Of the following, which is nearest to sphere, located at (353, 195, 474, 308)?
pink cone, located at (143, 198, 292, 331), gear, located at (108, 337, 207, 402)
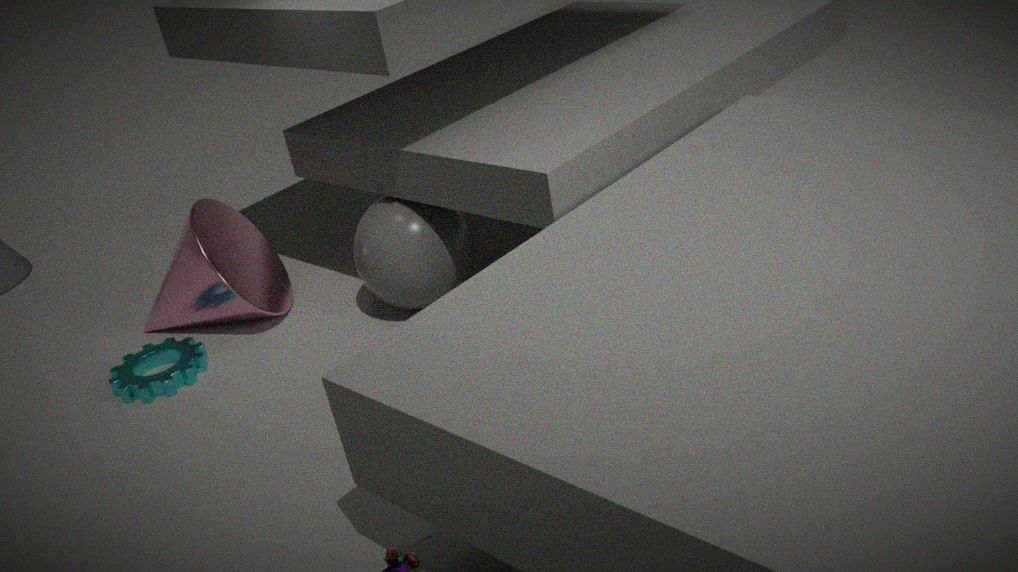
pink cone, located at (143, 198, 292, 331)
